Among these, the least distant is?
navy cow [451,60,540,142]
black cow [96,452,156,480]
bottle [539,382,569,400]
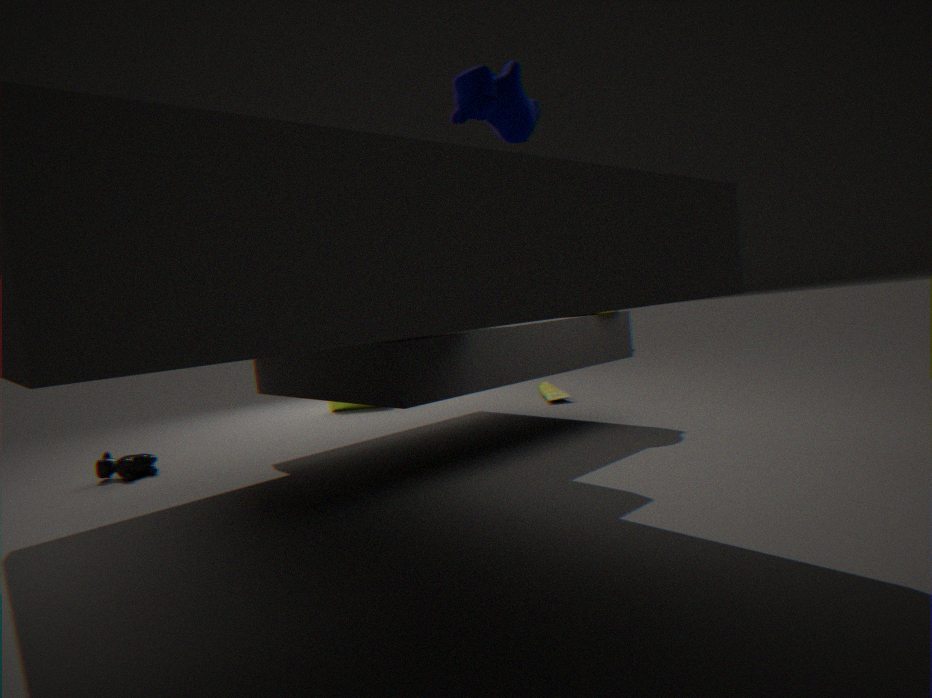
navy cow [451,60,540,142]
